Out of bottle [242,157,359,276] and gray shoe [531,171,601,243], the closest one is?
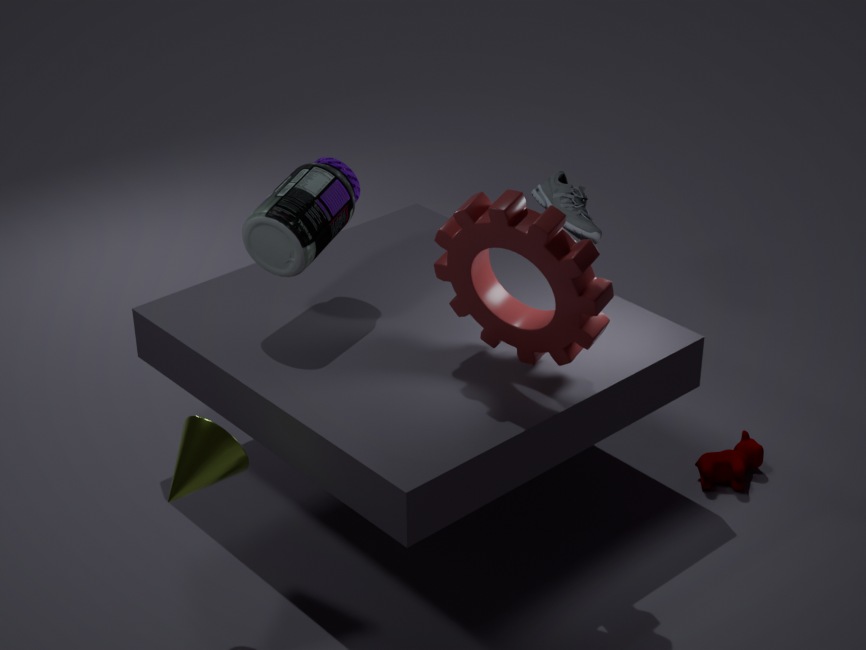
bottle [242,157,359,276]
